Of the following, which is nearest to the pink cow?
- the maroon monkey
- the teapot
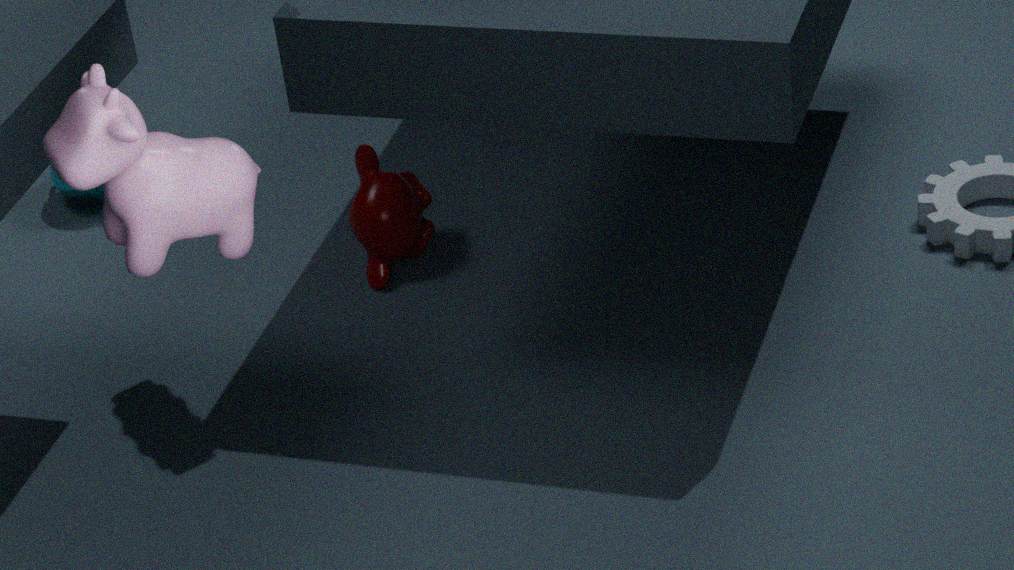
the maroon monkey
